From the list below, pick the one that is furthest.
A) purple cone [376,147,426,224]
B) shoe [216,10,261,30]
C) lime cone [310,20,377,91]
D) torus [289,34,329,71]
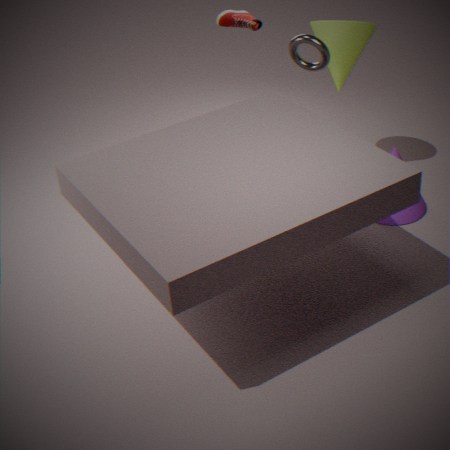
shoe [216,10,261,30]
